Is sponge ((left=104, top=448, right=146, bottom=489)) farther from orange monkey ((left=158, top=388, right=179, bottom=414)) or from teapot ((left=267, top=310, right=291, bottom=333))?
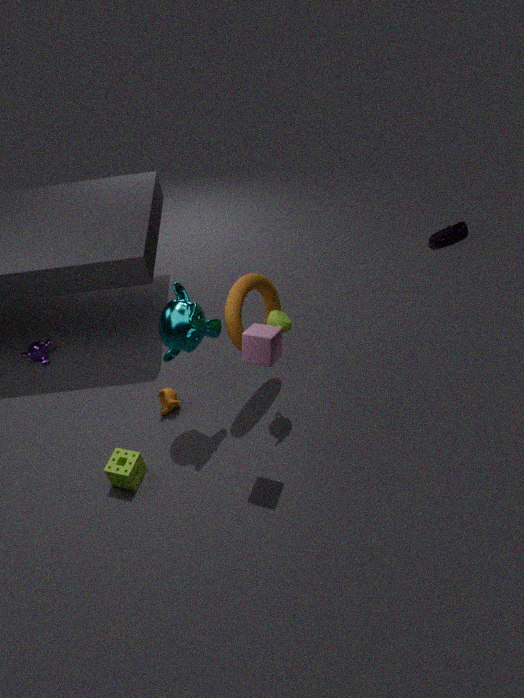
teapot ((left=267, top=310, right=291, bottom=333))
